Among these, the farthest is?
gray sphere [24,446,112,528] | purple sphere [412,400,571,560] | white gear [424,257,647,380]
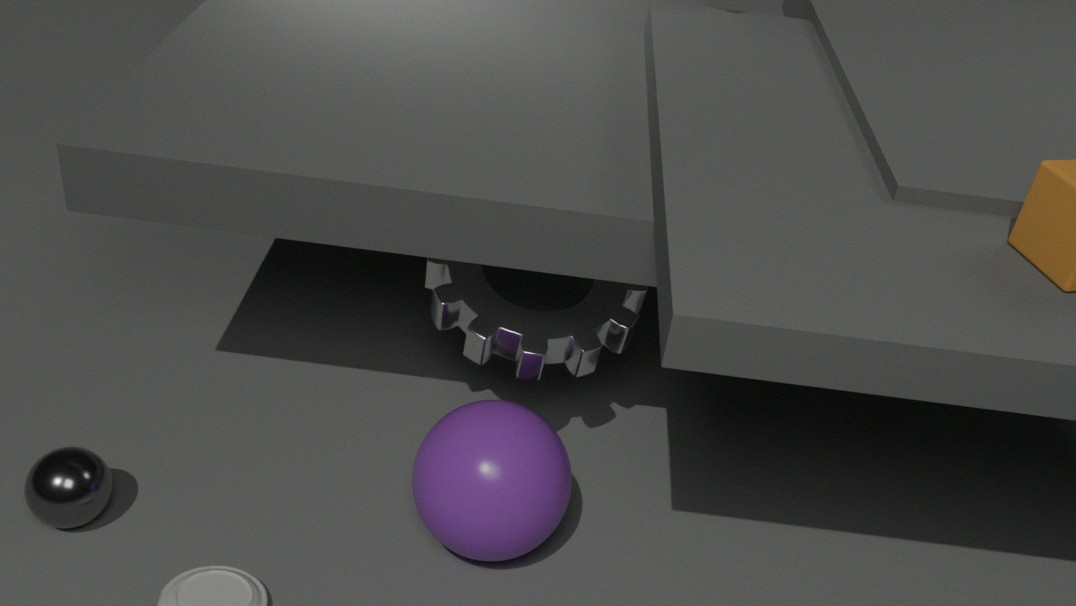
white gear [424,257,647,380]
